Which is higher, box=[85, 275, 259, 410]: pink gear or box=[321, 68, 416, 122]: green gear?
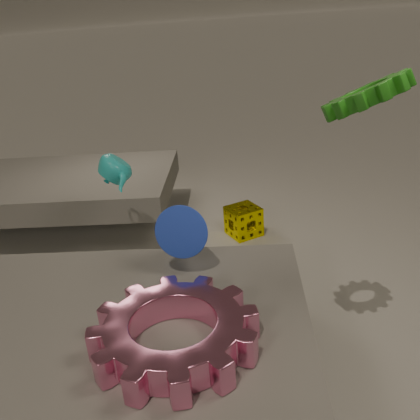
box=[321, 68, 416, 122]: green gear
